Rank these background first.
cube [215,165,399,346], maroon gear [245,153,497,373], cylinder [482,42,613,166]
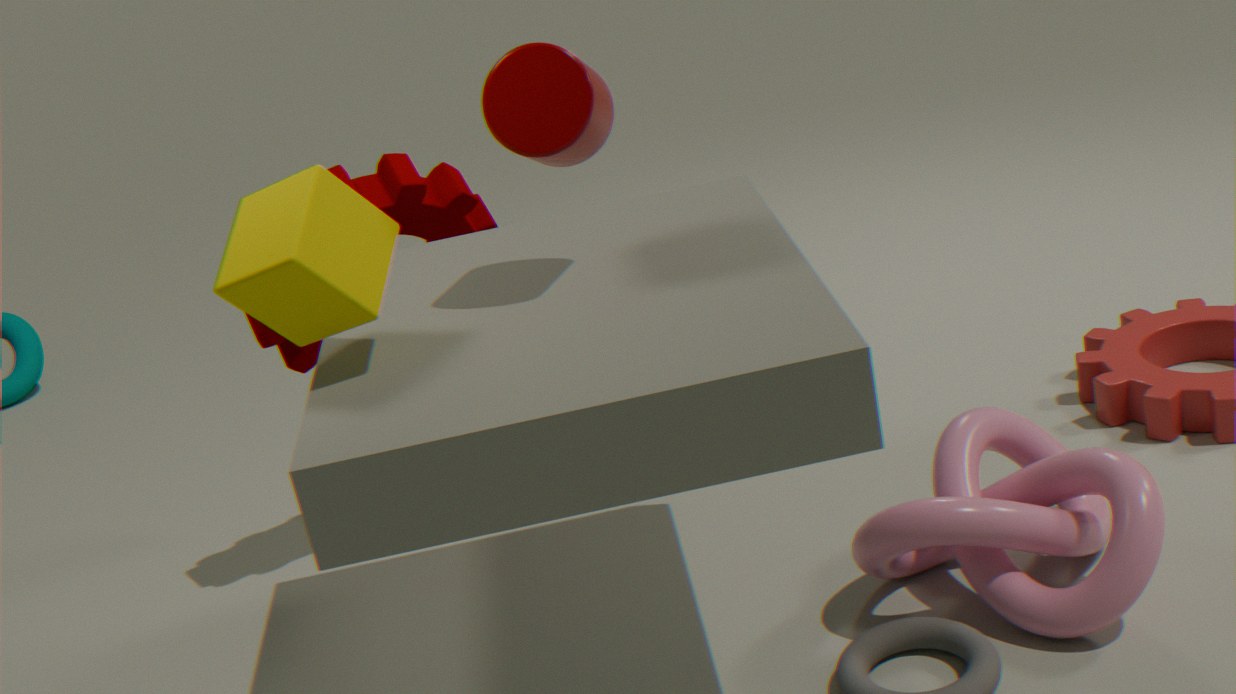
1. maroon gear [245,153,497,373]
2. cylinder [482,42,613,166]
3. cube [215,165,399,346]
